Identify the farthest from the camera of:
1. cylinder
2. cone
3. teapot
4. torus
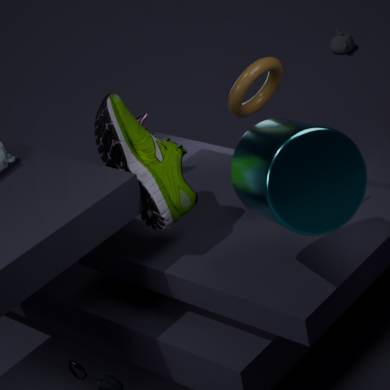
teapot
